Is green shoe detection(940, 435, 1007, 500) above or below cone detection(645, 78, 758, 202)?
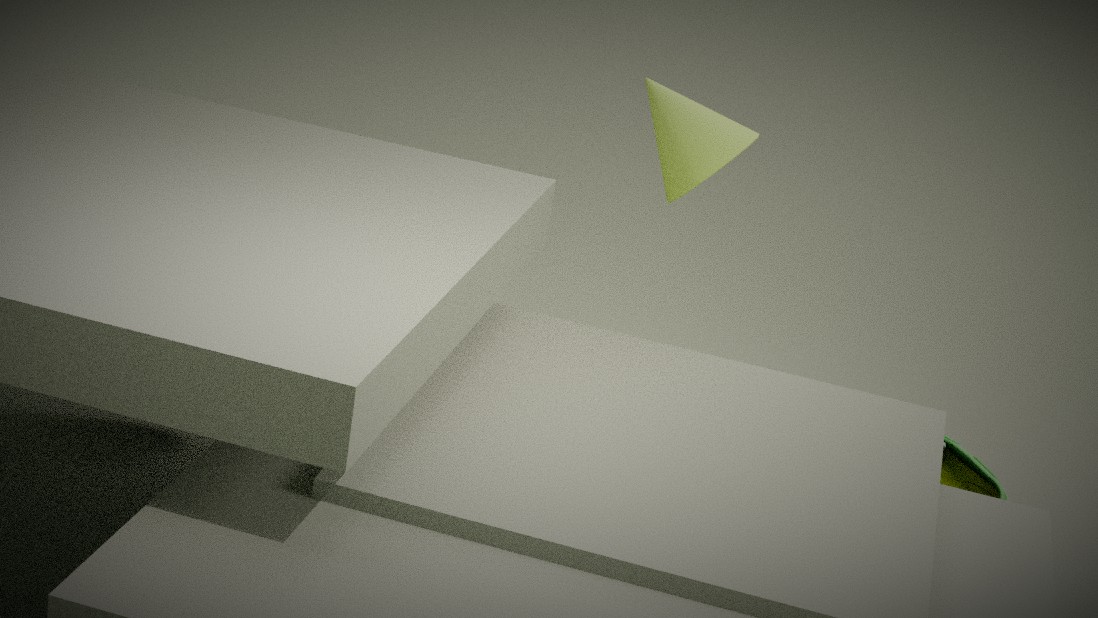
below
